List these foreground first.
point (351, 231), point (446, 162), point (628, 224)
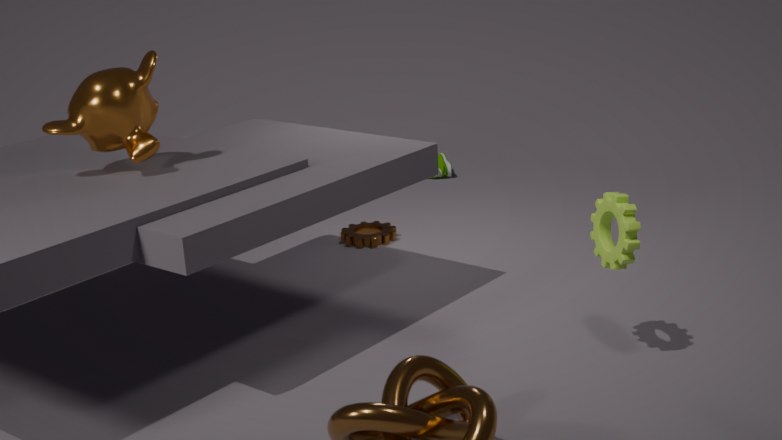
point (628, 224), point (351, 231), point (446, 162)
